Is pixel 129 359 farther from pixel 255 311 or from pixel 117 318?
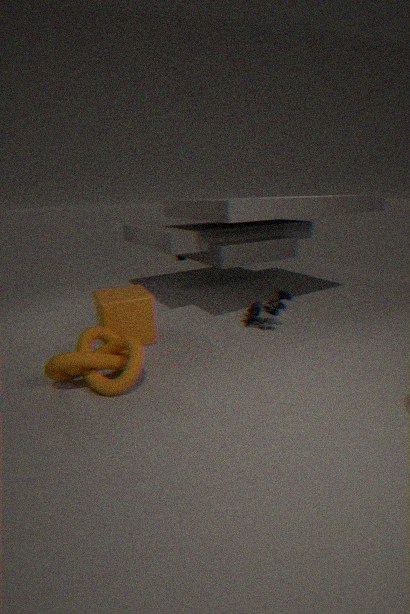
pixel 255 311
